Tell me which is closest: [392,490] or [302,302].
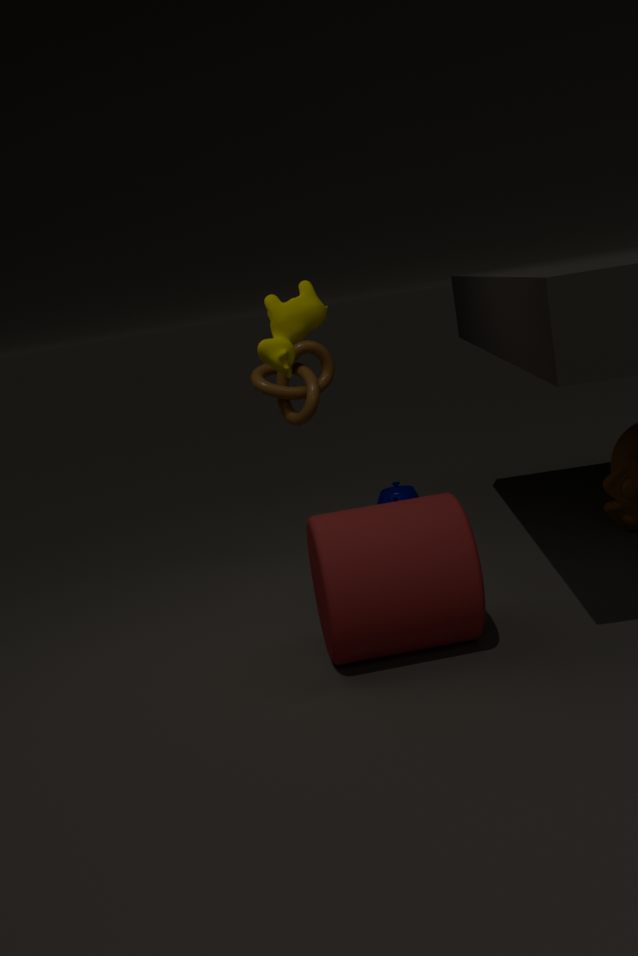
[302,302]
